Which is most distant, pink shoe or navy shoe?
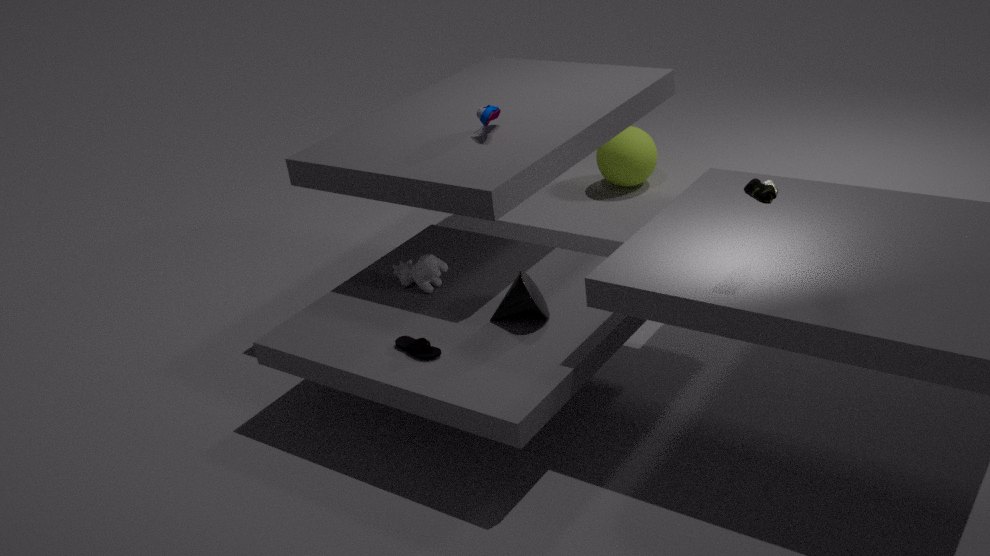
navy shoe
